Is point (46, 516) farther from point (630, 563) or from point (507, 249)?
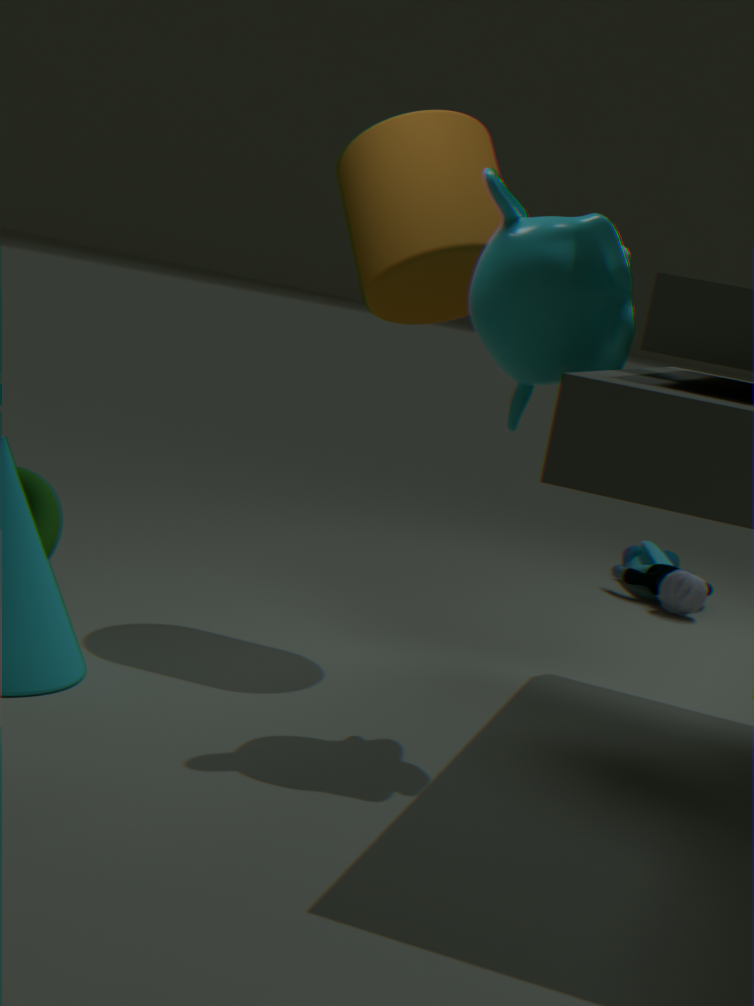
point (630, 563)
